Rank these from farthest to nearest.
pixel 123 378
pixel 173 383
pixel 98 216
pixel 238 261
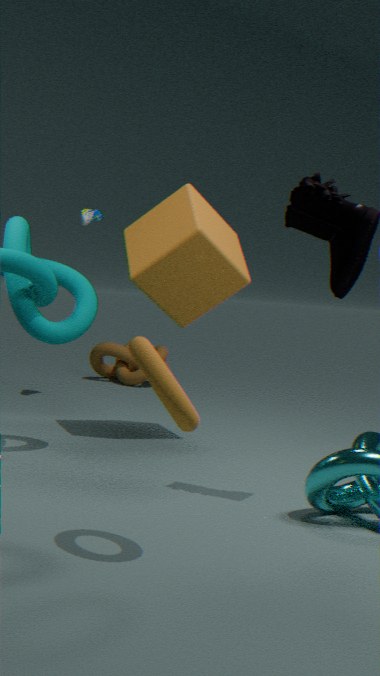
pixel 123 378
pixel 98 216
pixel 238 261
pixel 173 383
